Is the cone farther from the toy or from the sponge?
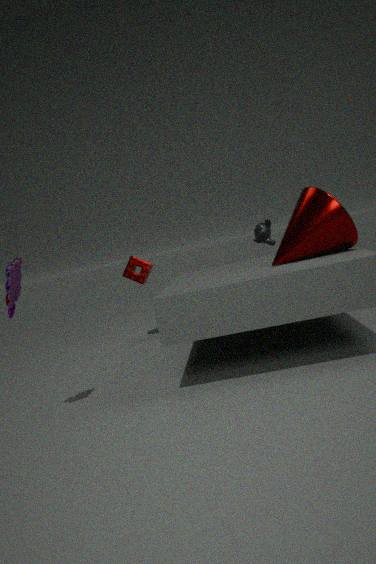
the sponge
